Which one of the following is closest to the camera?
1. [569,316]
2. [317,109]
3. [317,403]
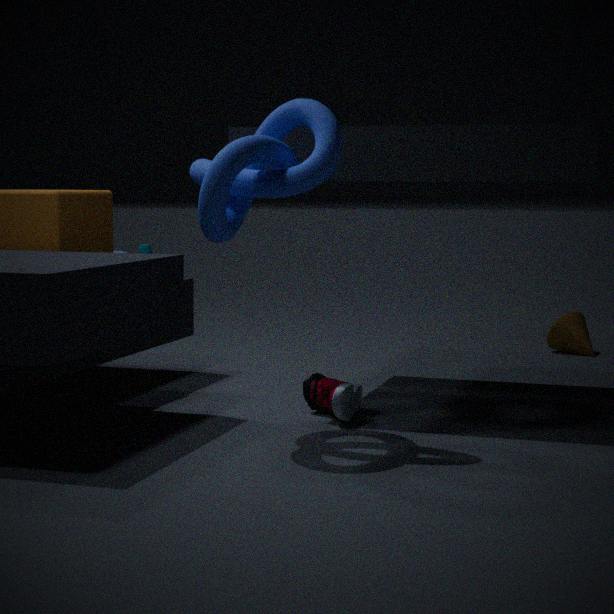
[317,109]
